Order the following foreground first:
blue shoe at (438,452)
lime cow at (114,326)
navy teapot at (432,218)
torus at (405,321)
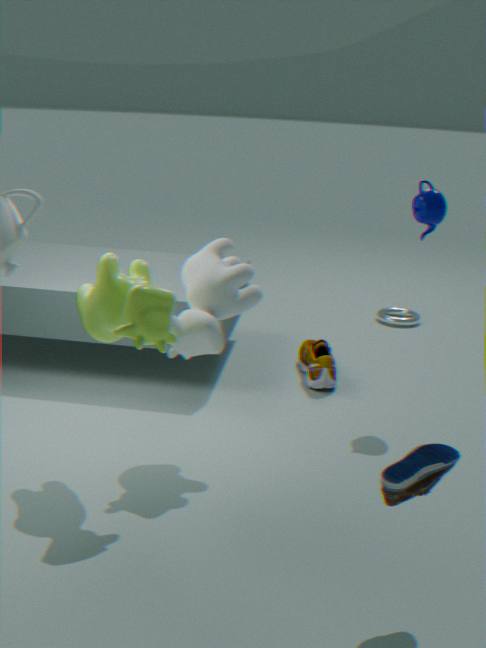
blue shoe at (438,452)
lime cow at (114,326)
navy teapot at (432,218)
torus at (405,321)
